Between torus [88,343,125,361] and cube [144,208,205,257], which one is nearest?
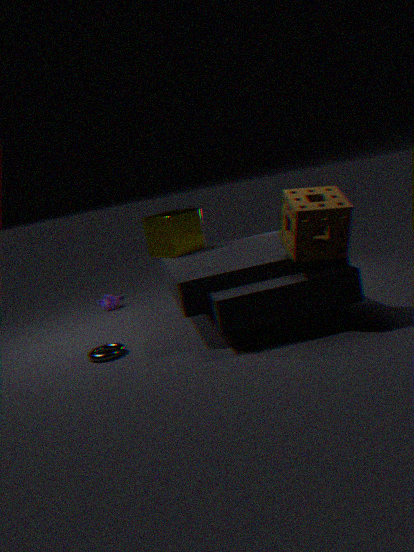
torus [88,343,125,361]
